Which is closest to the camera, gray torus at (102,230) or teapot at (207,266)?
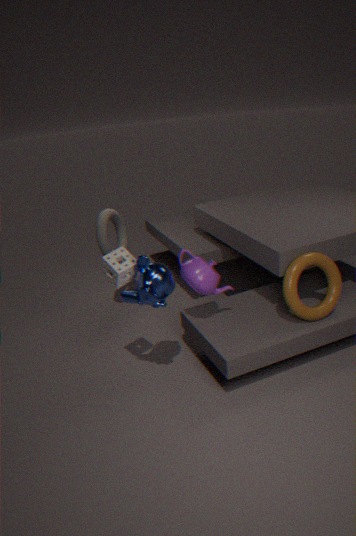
teapot at (207,266)
